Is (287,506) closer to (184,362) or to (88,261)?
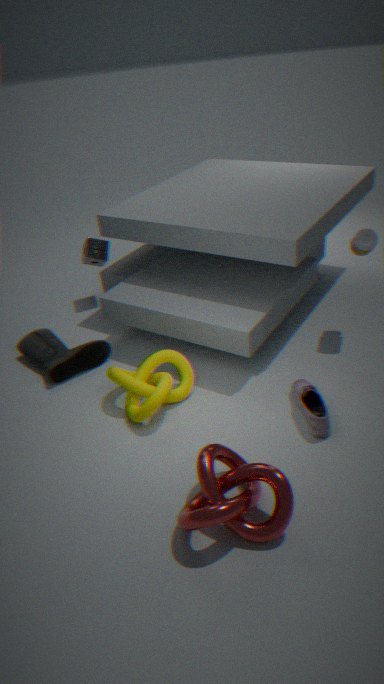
(184,362)
